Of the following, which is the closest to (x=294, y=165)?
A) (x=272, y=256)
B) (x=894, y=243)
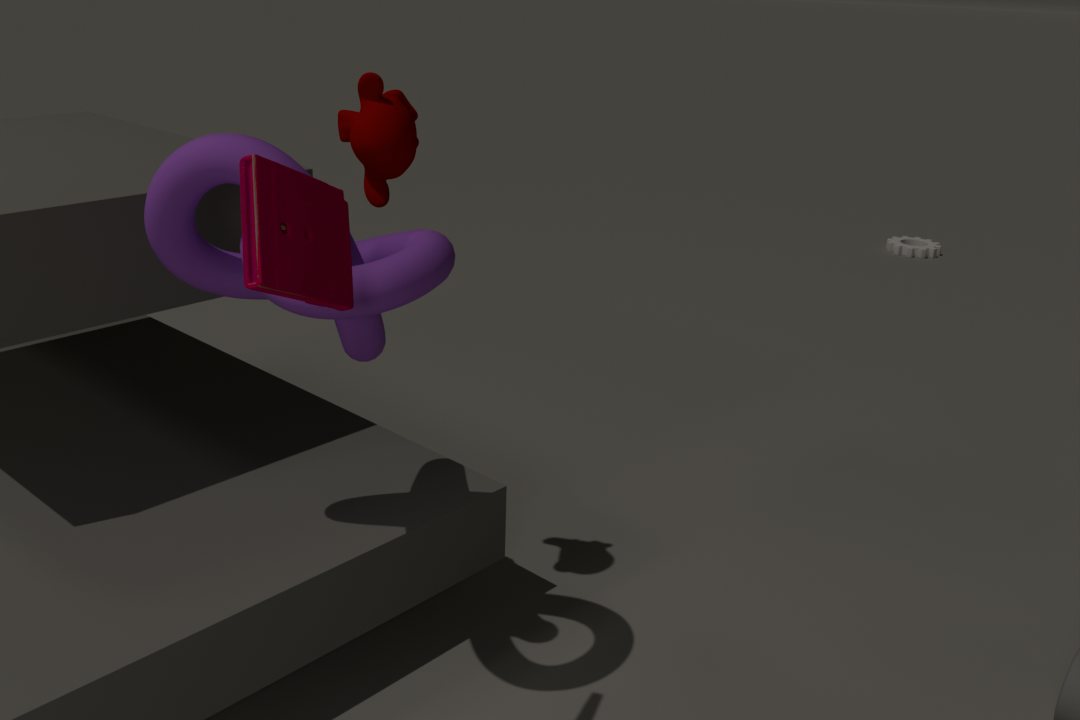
(x=272, y=256)
